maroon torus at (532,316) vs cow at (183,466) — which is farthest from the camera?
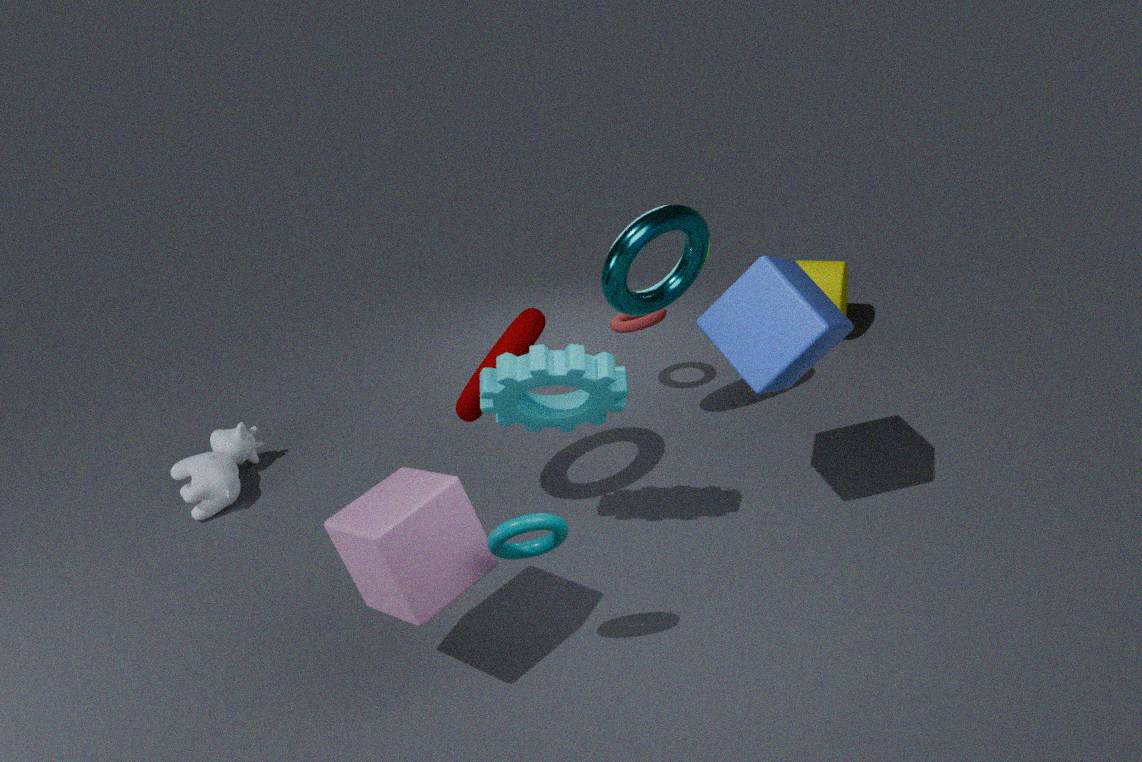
cow at (183,466)
